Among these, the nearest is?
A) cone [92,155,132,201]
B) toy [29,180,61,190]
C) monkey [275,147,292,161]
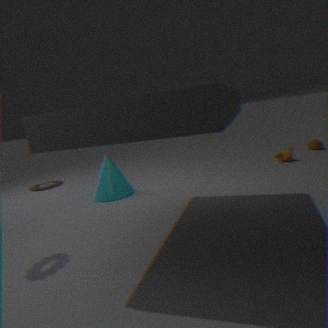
cone [92,155,132,201]
